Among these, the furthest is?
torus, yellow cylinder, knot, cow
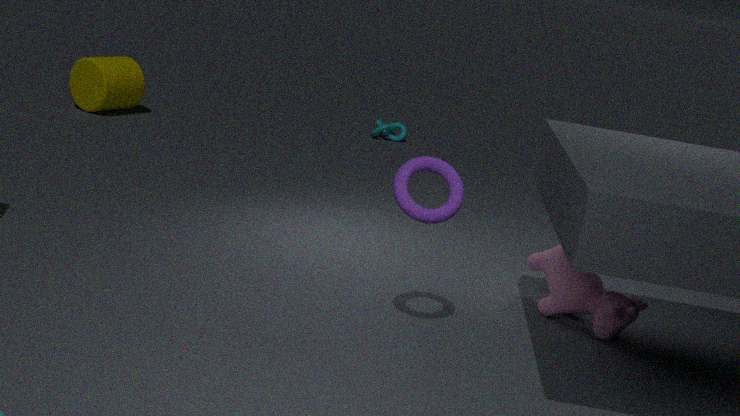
knot
